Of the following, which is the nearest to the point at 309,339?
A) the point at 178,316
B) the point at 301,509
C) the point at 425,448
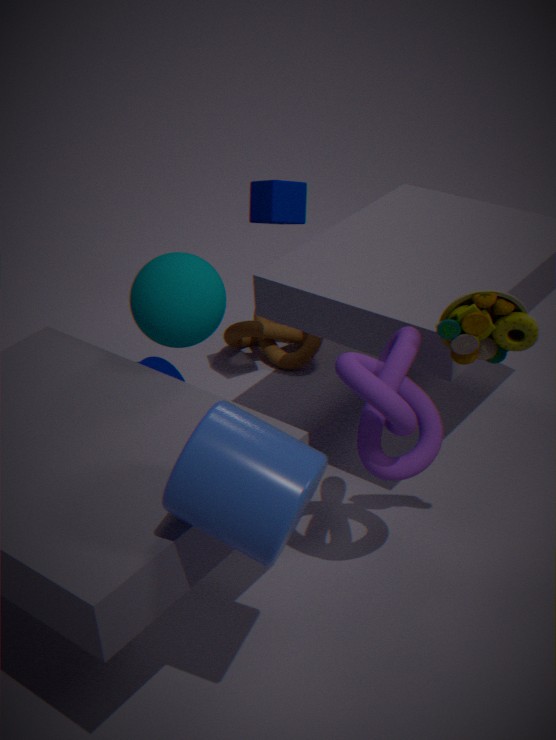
the point at 178,316
